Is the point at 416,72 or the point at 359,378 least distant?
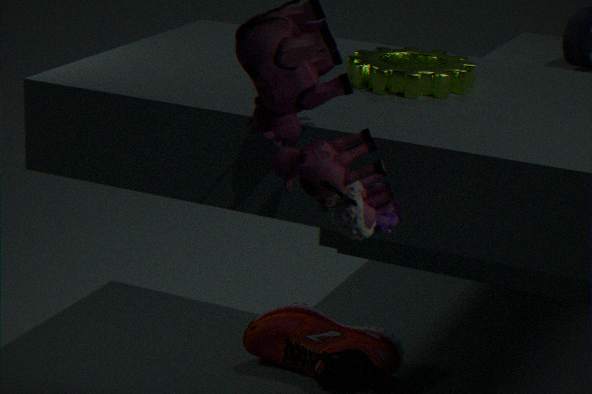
the point at 416,72
